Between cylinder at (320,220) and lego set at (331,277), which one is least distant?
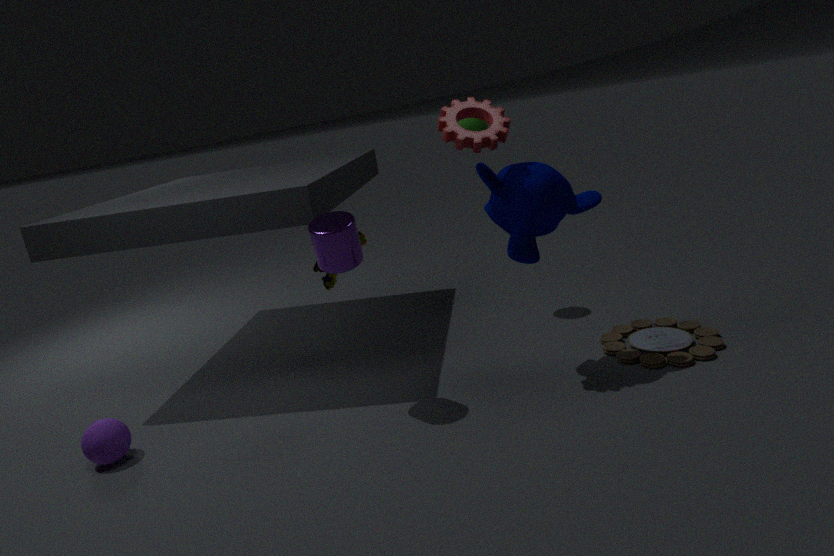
cylinder at (320,220)
